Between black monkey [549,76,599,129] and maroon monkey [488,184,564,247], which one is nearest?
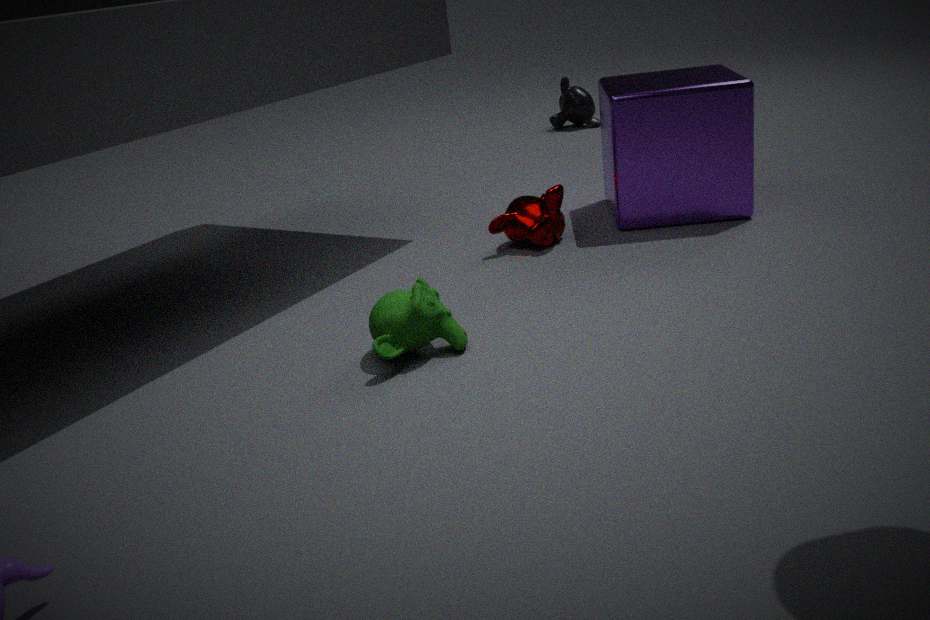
maroon monkey [488,184,564,247]
